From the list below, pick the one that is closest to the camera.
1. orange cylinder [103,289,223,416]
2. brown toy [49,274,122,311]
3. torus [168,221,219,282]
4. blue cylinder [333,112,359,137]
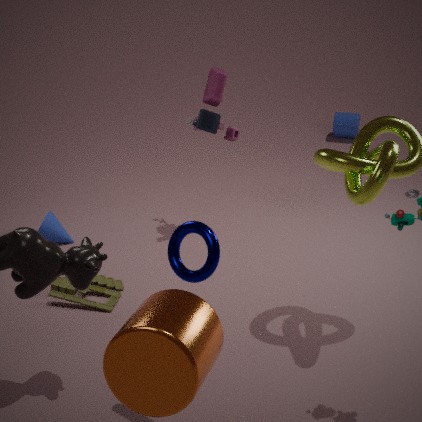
orange cylinder [103,289,223,416]
